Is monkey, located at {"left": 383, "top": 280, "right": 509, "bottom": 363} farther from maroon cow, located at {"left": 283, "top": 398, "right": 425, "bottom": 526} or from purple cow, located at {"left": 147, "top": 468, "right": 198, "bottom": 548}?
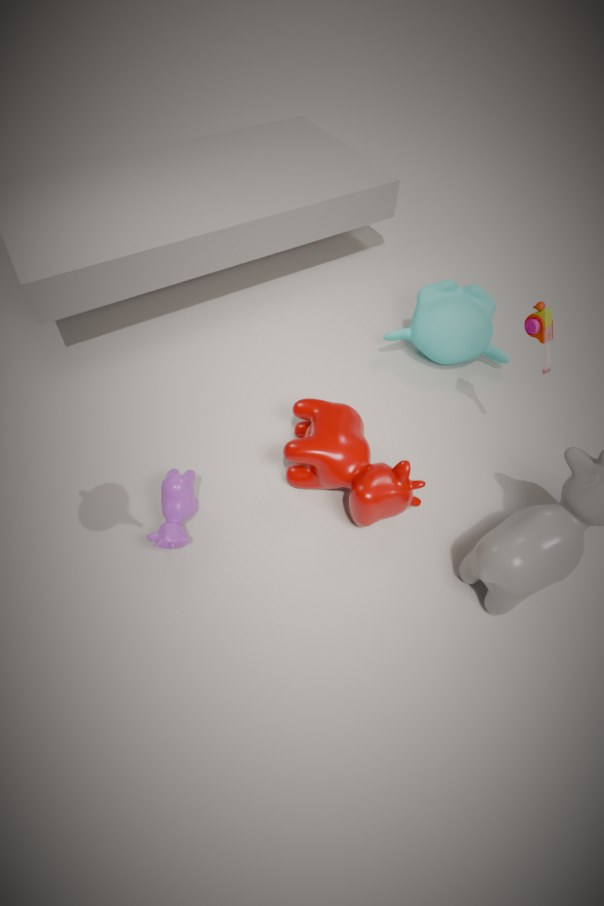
purple cow, located at {"left": 147, "top": 468, "right": 198, "bottom": 548}
